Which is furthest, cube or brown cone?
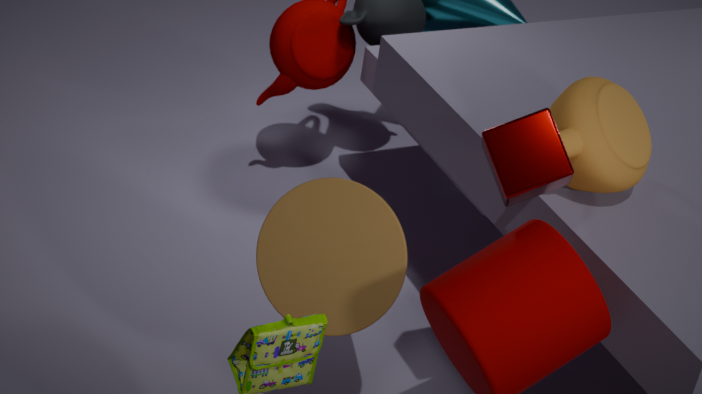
brown cone
